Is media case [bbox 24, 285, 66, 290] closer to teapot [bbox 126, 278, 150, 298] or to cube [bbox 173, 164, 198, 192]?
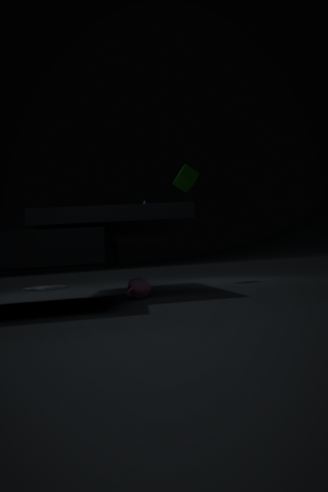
teapot [bbox 126, 278, 150, 298]
